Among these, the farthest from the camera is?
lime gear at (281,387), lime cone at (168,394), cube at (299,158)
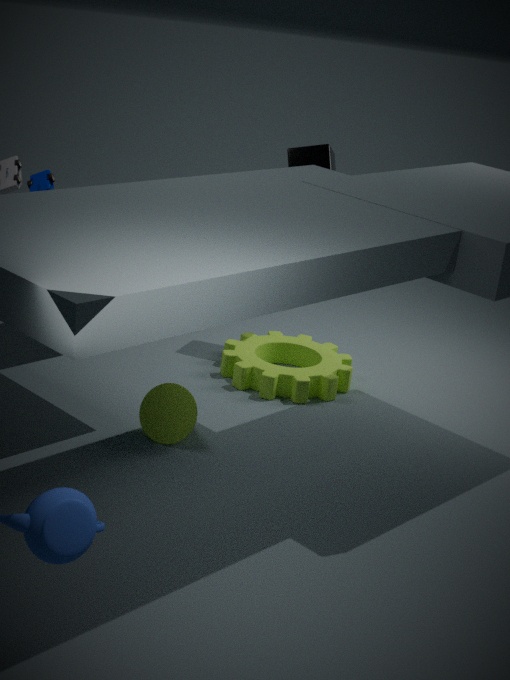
cube at (299,158)
